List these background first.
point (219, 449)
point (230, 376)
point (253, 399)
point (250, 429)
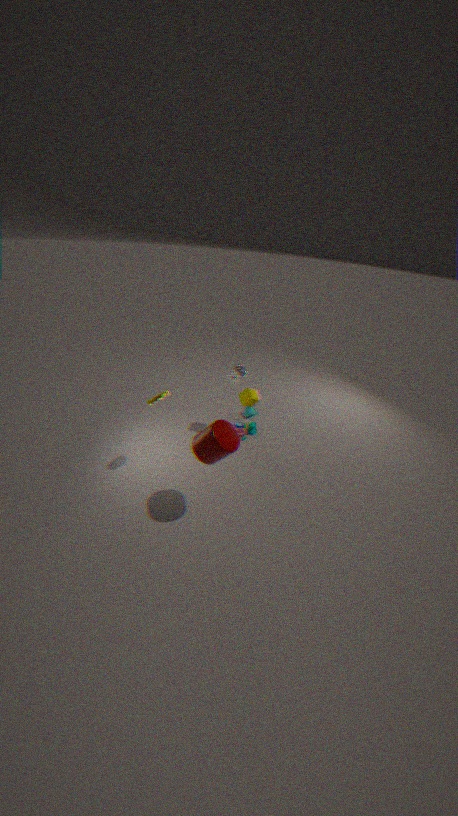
1. point (250, 429)
2. point (230, 376)
3. point (253, 399)
4. point (219, 449)
